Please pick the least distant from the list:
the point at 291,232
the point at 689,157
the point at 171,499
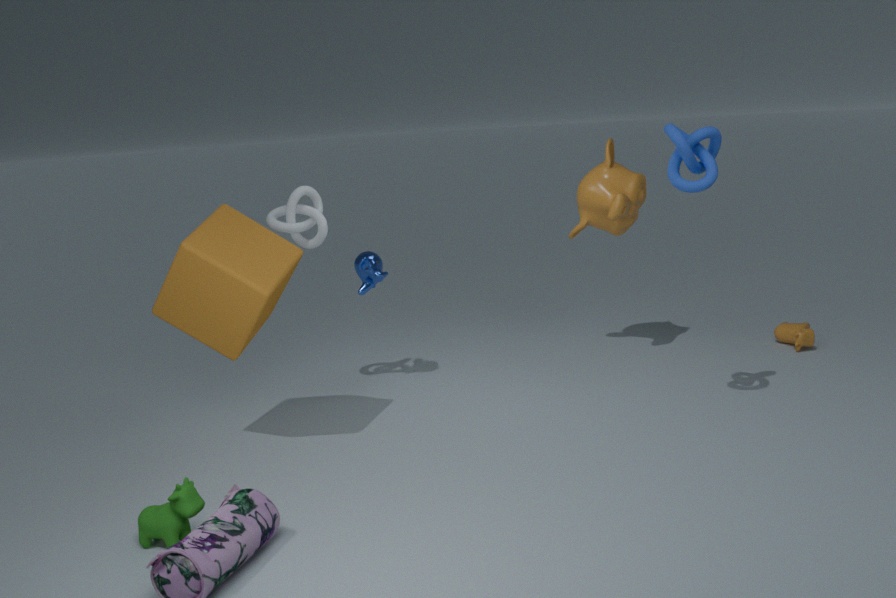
the point at 171,499
